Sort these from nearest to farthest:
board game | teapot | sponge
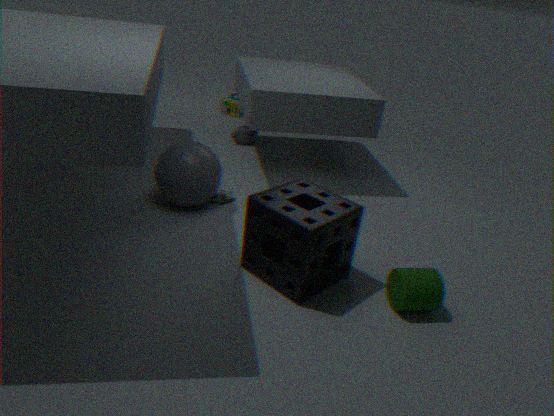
sponge → teapot → board game
